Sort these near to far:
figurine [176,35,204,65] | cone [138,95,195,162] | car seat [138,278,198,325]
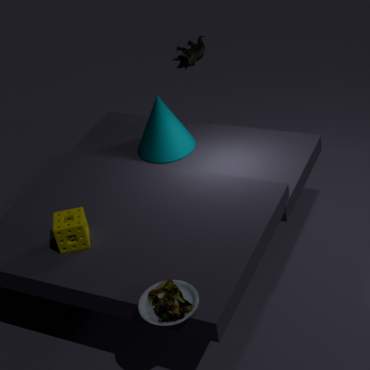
car seat [138,278,198,325], cone [138,95,195,162], figurine [176,35,204,65]
